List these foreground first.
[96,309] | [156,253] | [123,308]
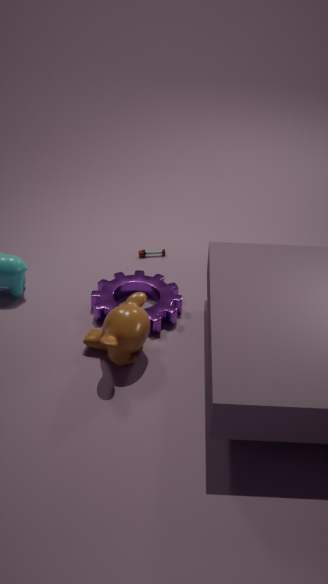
[123,308] → [96,309] → [156,253]
